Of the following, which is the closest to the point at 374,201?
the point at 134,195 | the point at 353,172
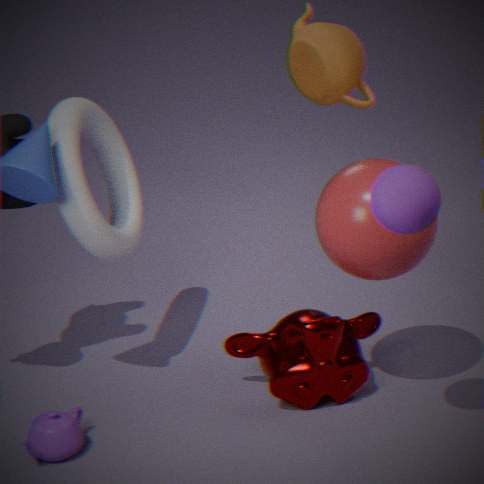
the point at 353,172
